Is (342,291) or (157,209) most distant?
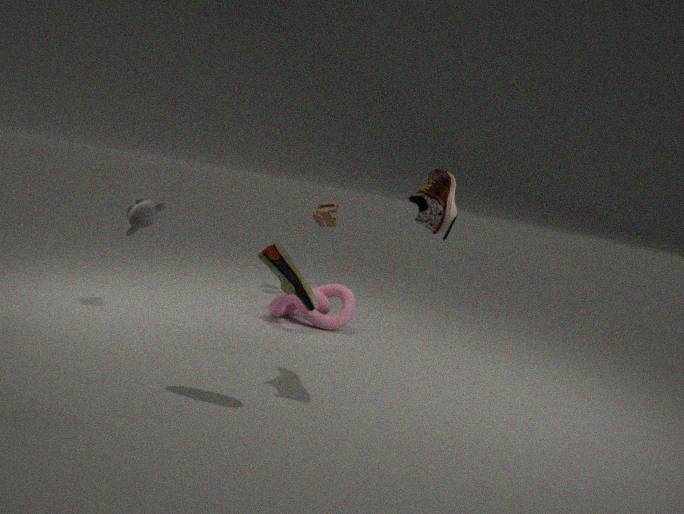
(342,291)
